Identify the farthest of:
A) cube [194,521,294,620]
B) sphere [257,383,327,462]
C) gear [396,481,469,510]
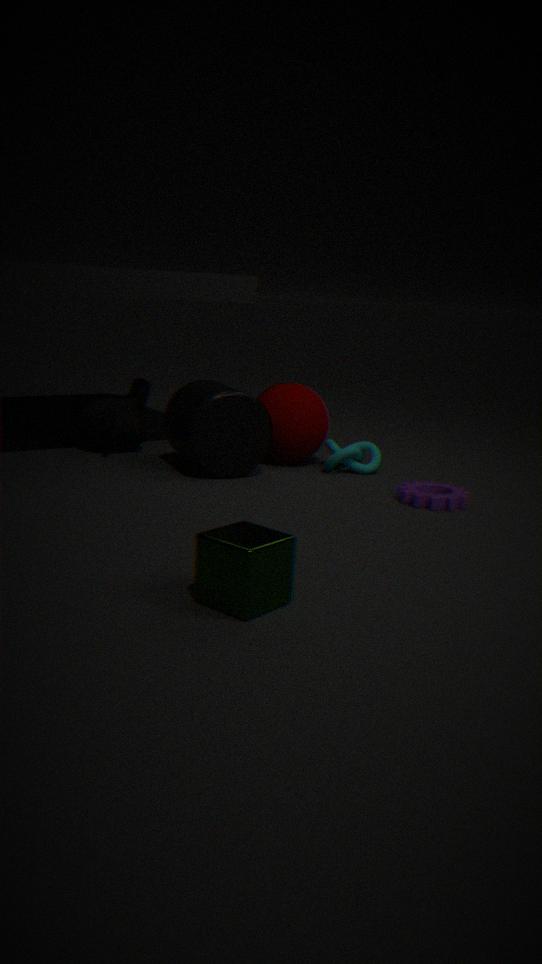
sphere [257,383,327,462]
